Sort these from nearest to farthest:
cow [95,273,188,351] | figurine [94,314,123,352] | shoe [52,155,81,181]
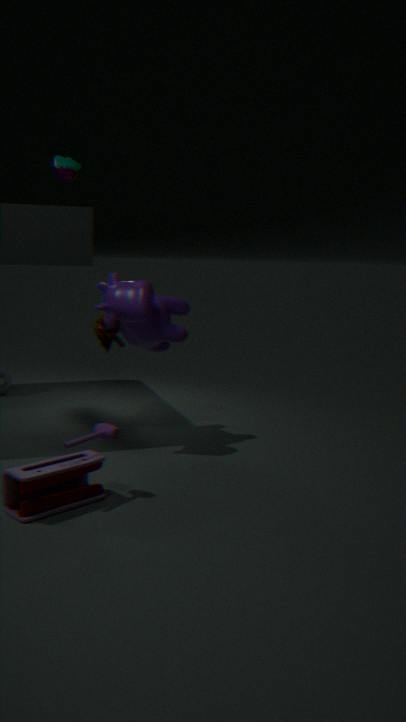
cow [95,273,188,351]
shoe [52,155,81,181]
figurine [94,314,123,352]
